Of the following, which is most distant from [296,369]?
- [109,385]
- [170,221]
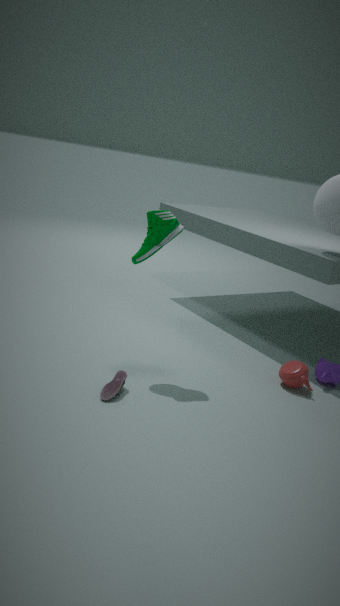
[170,221]
